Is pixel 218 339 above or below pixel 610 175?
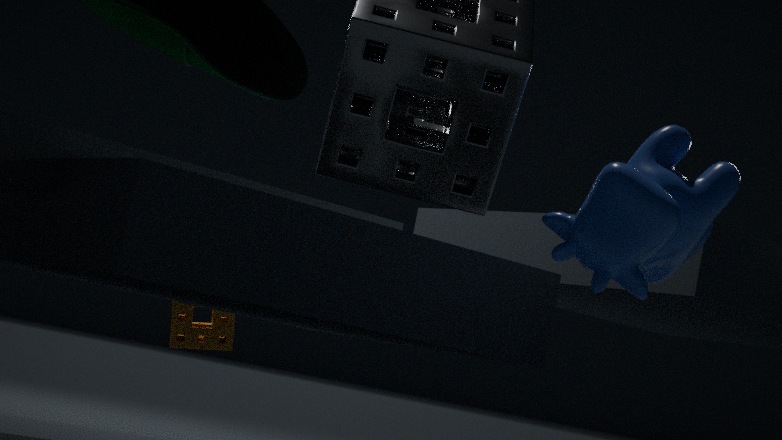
below
